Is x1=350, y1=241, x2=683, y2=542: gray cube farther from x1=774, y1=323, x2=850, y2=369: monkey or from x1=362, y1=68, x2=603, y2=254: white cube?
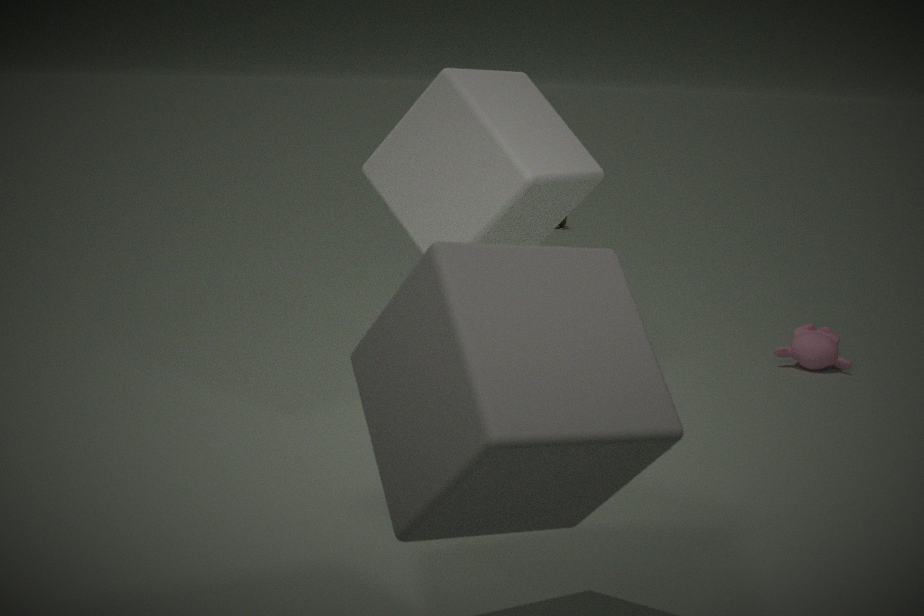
x1=774, y1=323, x2=850, y2=369: monkey
